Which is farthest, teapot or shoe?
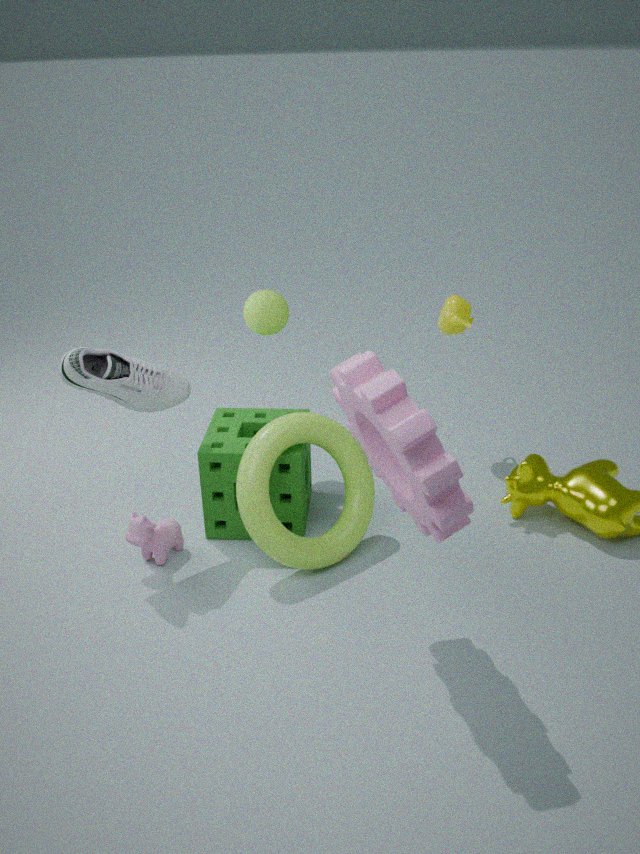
teapot
